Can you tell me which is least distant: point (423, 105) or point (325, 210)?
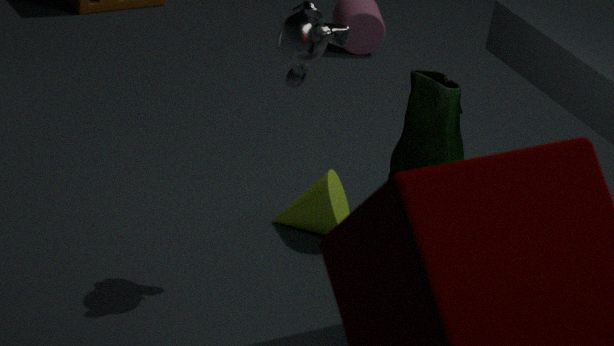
point (423, 105)
